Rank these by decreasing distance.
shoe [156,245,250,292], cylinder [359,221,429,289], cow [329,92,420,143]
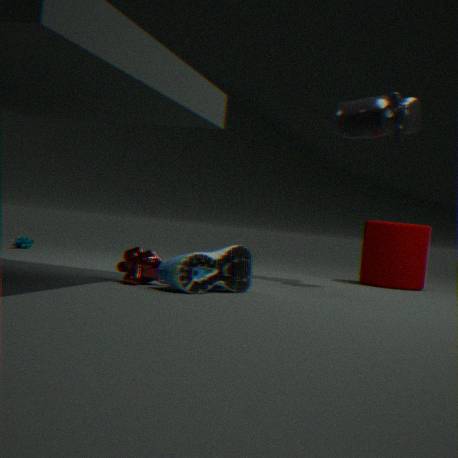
cylinder [359,221,429,289] → cow [329,92,420,143] → shoe [156,245,250,292]
